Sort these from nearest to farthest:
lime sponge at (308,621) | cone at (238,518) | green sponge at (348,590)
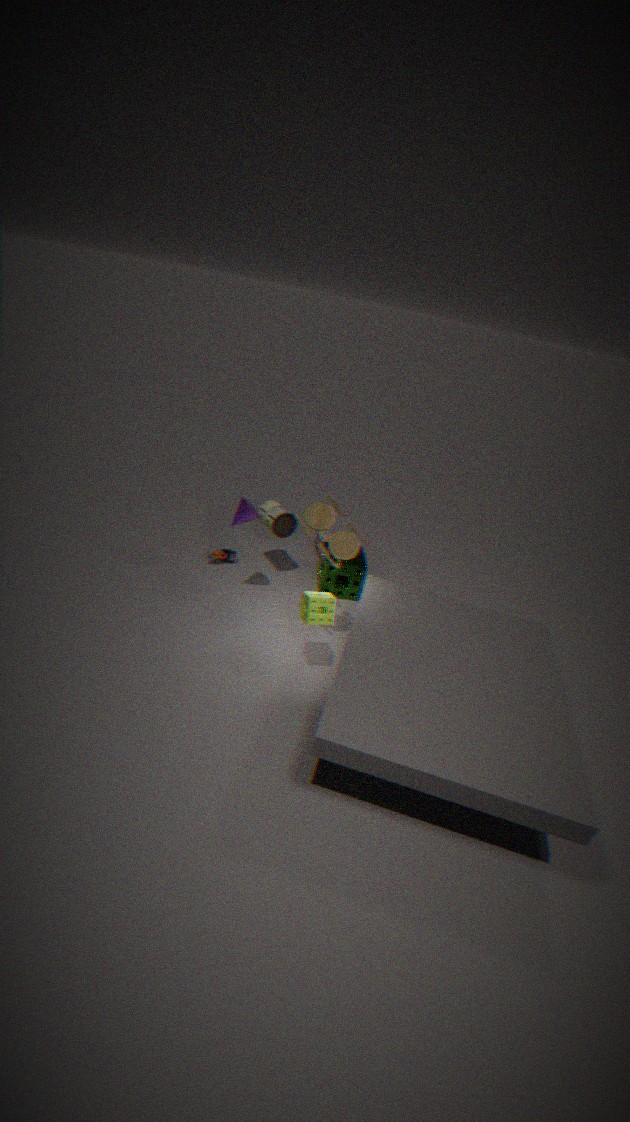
lime sponge at (308,621) < cone at (238,518) < green sponge at (348,590)
